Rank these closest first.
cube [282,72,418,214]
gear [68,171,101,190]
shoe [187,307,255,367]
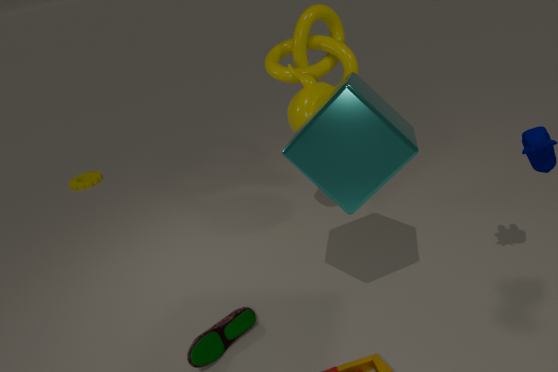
cube [282,72,418,214]
shoe [187,307,255,367]
gear [68,171,101,190]
